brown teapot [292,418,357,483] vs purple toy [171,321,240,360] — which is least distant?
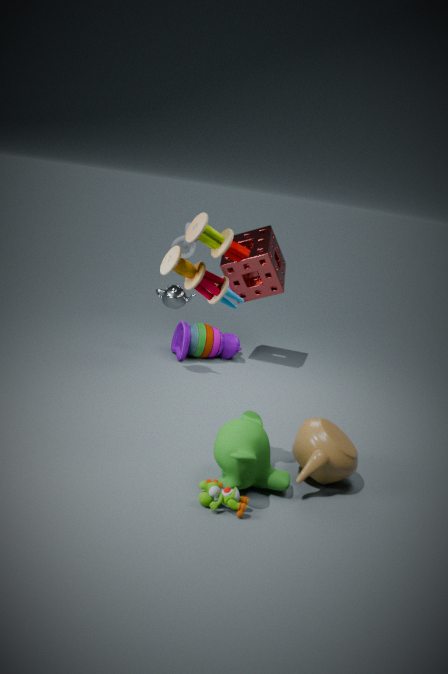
brown teapot [292,418,357,483]
